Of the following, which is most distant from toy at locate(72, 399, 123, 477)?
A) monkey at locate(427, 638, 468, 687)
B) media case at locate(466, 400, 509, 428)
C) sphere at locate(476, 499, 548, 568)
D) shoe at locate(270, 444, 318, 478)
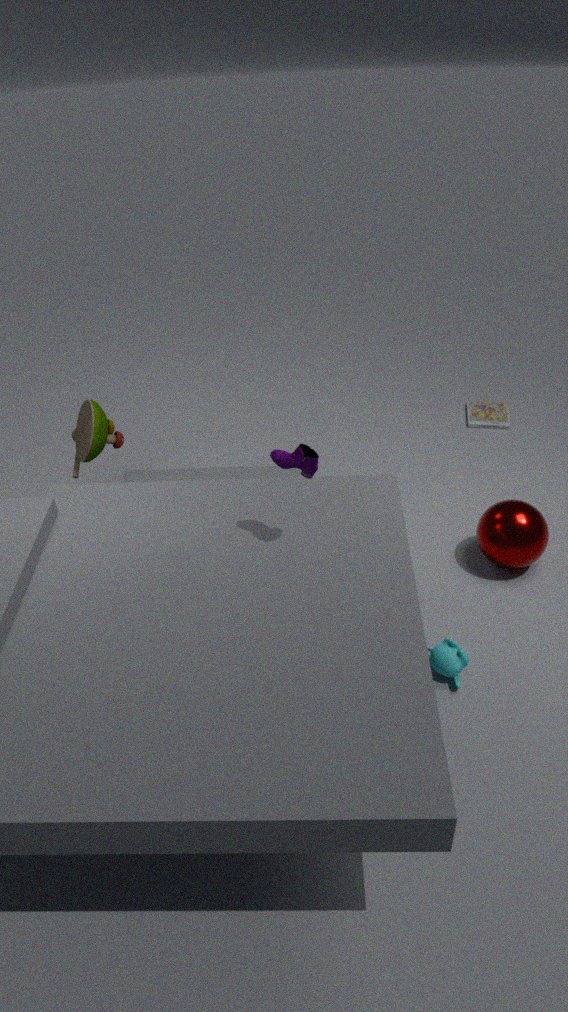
media case at locate(466, 400, 509, 428)
